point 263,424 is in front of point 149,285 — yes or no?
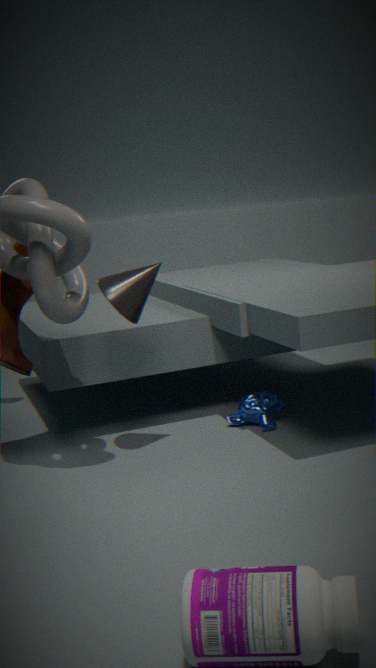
No
